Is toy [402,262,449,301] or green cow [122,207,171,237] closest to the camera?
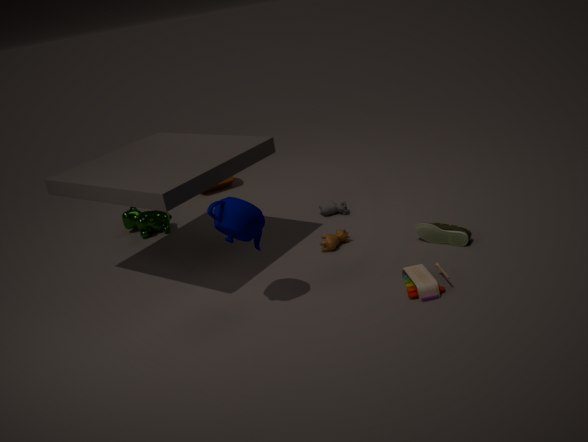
toy [402,262,449,301]
